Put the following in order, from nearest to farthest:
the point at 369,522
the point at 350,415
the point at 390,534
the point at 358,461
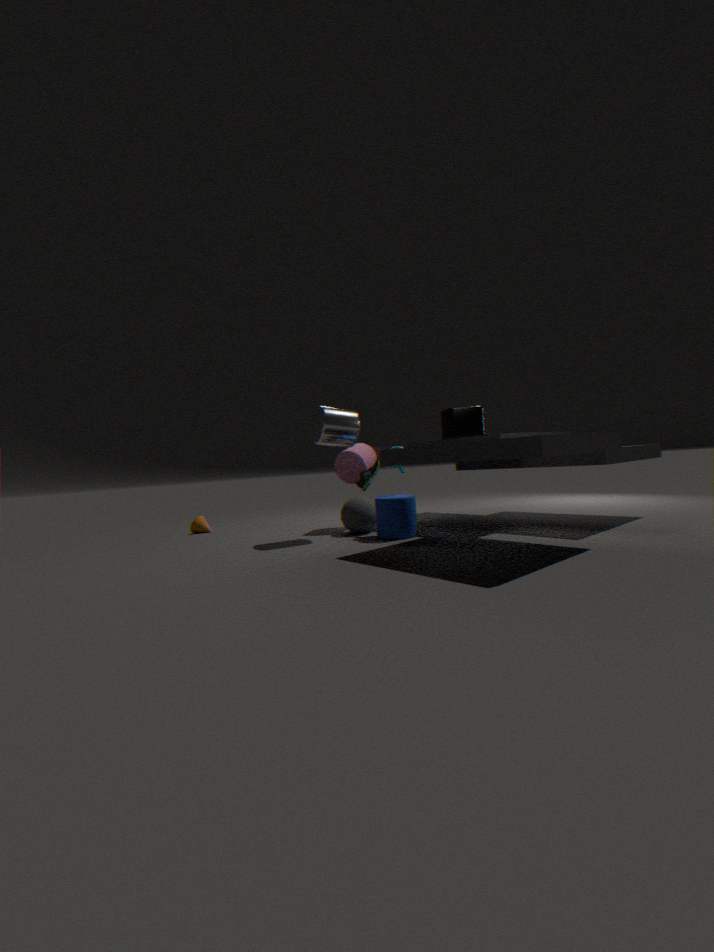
the point at 390,534, the point at 350,415, the point at 369,522, the point at 358,461
